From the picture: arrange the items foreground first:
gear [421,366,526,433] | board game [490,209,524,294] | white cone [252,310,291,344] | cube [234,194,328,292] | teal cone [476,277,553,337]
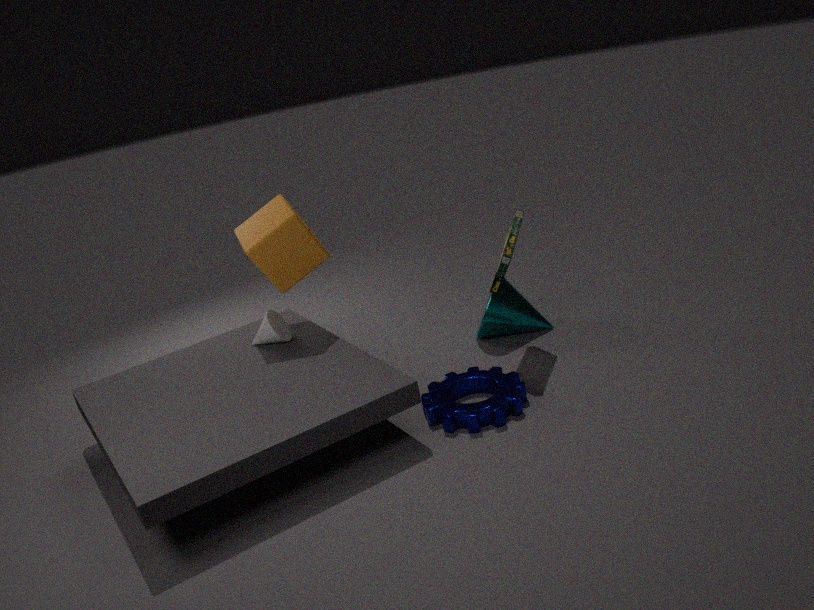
gear [421,366,526,433] < board game [490,209,524,294] < cube [234,194,328,292] < white cone [252,310,291,344] < teal cone [476,277,553,337]
